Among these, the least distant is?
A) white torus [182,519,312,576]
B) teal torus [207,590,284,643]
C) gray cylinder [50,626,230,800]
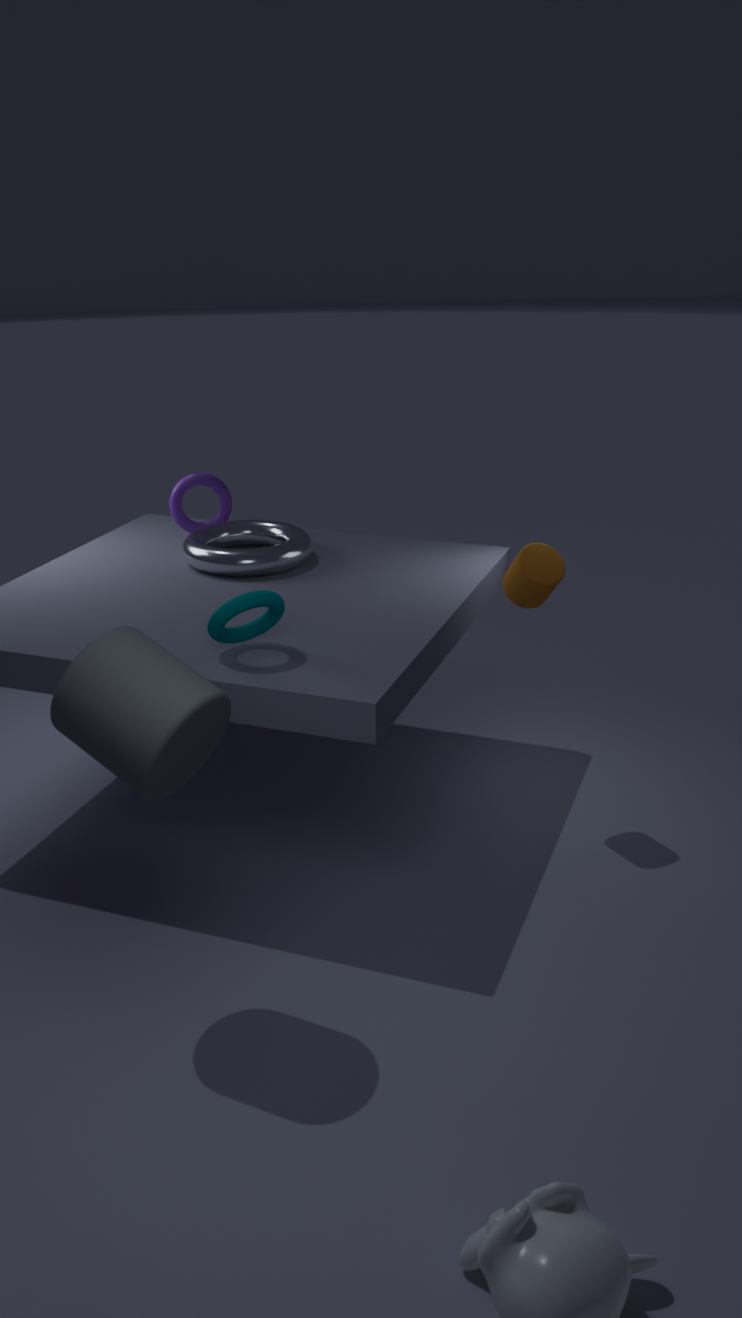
gray cylinder [50,626,230,800]
